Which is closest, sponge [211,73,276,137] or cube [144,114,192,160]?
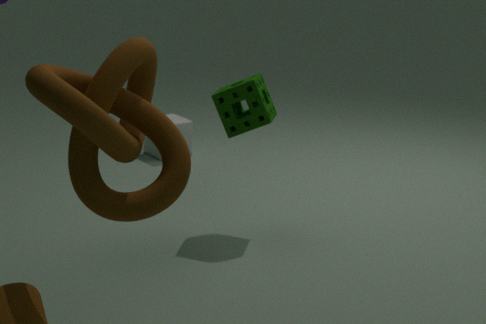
sponge [211,73,276,137]
